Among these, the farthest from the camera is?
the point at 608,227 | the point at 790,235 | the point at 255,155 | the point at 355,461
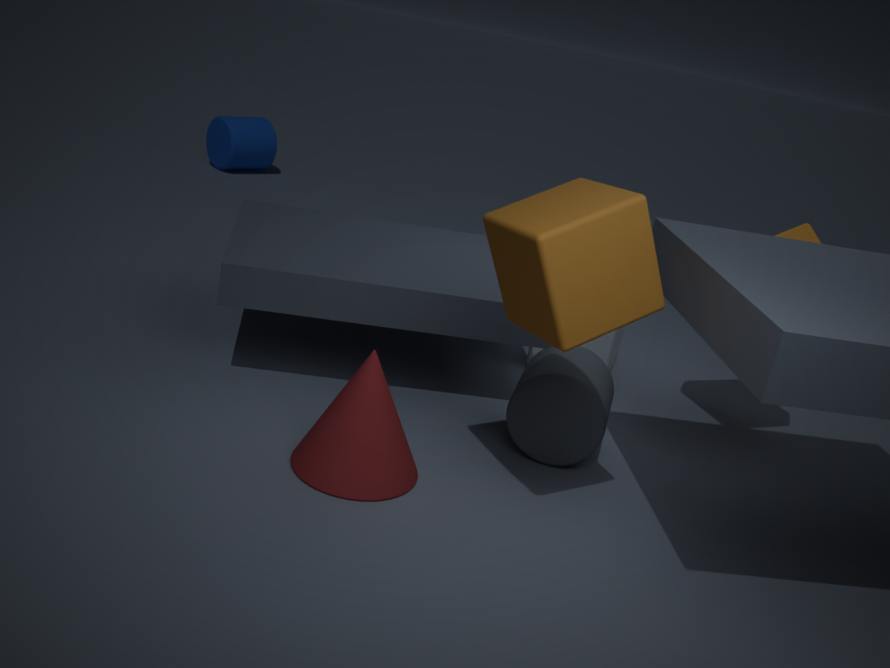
the point at 255,155
